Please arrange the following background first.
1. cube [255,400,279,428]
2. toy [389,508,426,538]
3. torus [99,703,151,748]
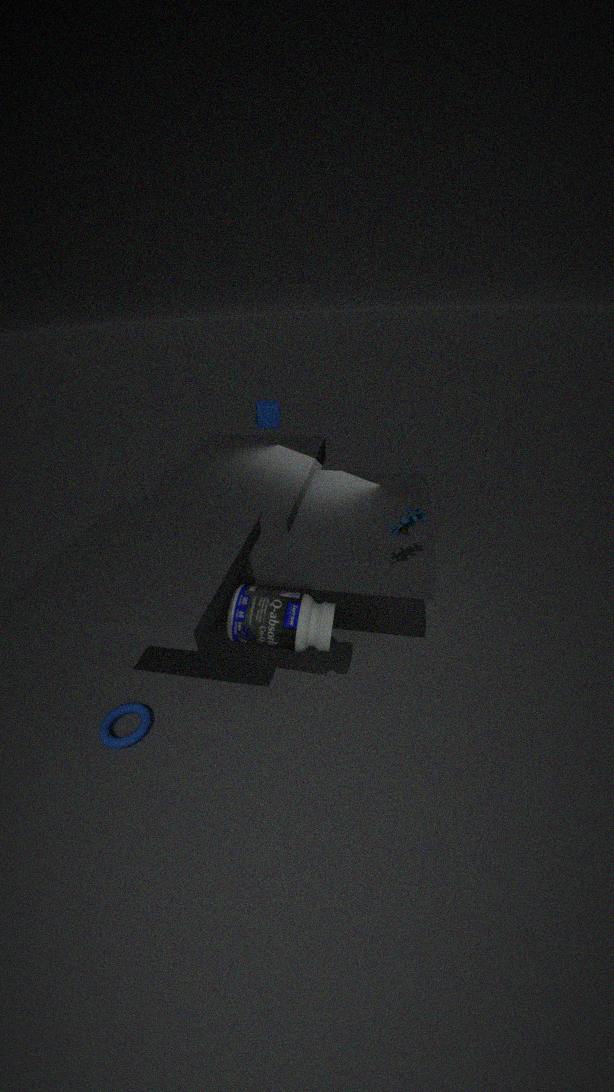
cube [255,400,279,428]
torus [99,703,151,748]
toy [389,508,426,538]
